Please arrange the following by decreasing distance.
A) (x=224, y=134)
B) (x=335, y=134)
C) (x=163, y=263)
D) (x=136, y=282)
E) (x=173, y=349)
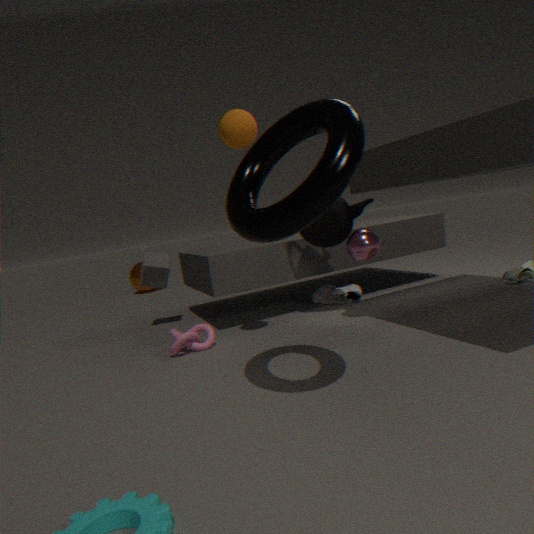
D. (x=136, y=282), C. (x=163, y=263), E. (x=173, y=349), A. (x=224, y=134), B. (x=335, y=134)
